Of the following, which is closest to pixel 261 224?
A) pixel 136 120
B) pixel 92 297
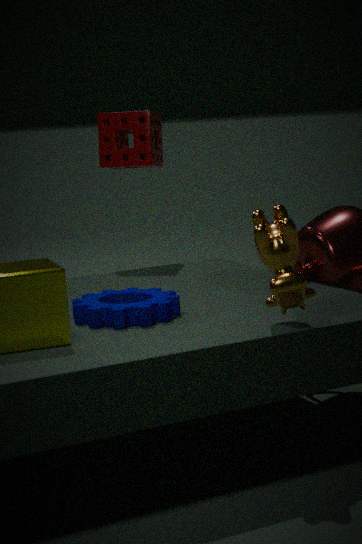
pixel 92 297
